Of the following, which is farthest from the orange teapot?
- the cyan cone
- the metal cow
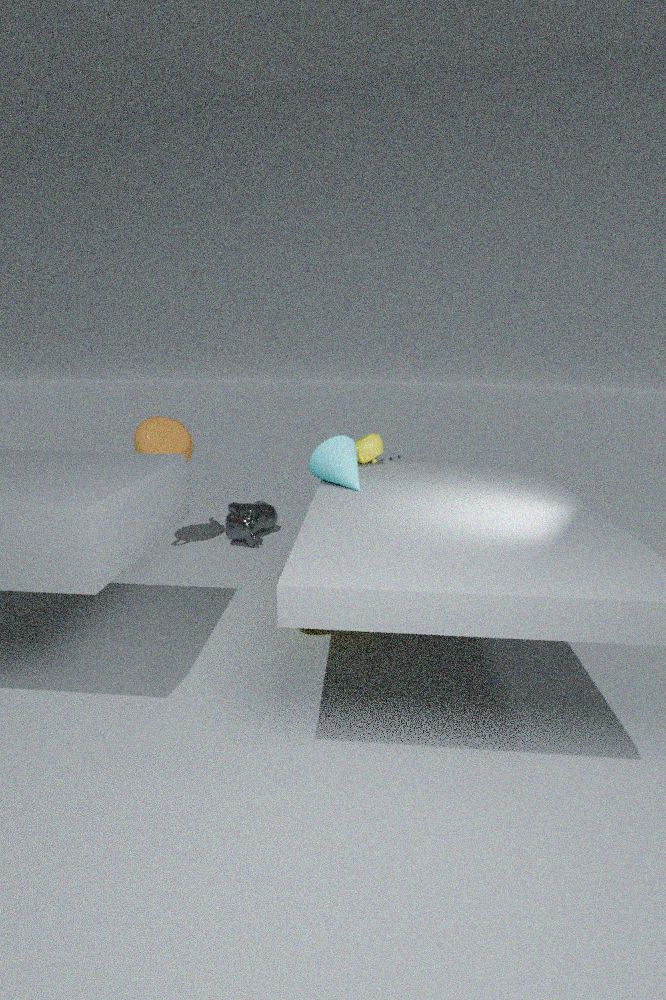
the cyan cone
